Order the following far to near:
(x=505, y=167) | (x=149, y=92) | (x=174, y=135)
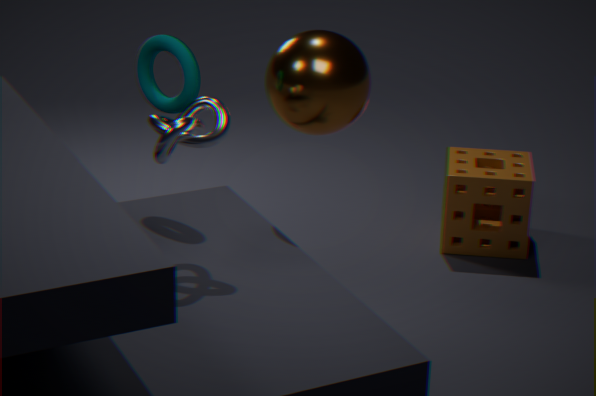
(x=505, y=167) < (x=149, y=92) < (x=174, y=135)
